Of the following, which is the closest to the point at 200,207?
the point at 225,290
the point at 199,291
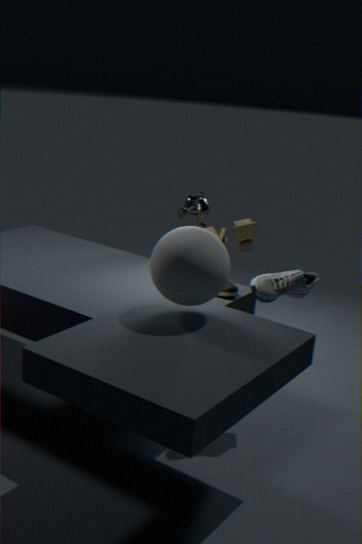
the point at 225,290
